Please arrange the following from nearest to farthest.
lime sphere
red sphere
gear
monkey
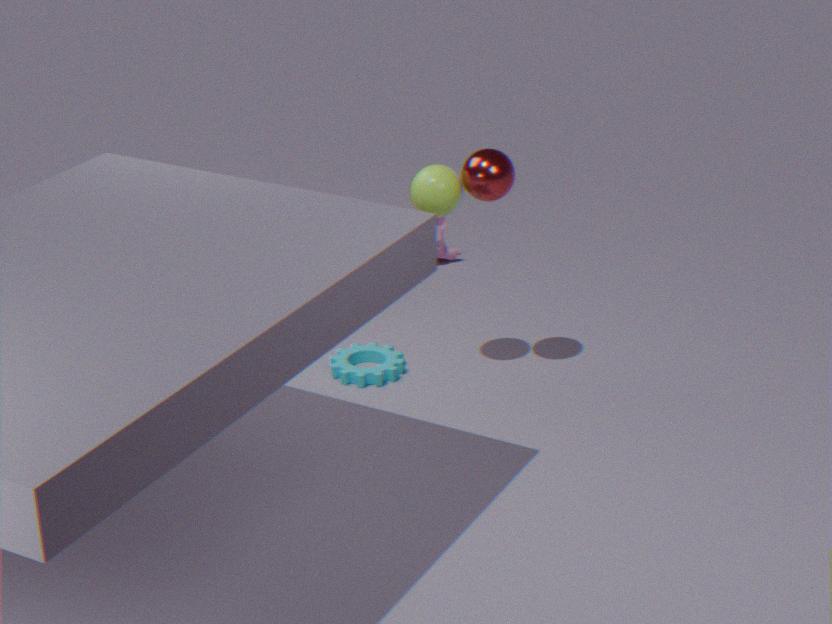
red sphere → lime sphere → gear → monkey
